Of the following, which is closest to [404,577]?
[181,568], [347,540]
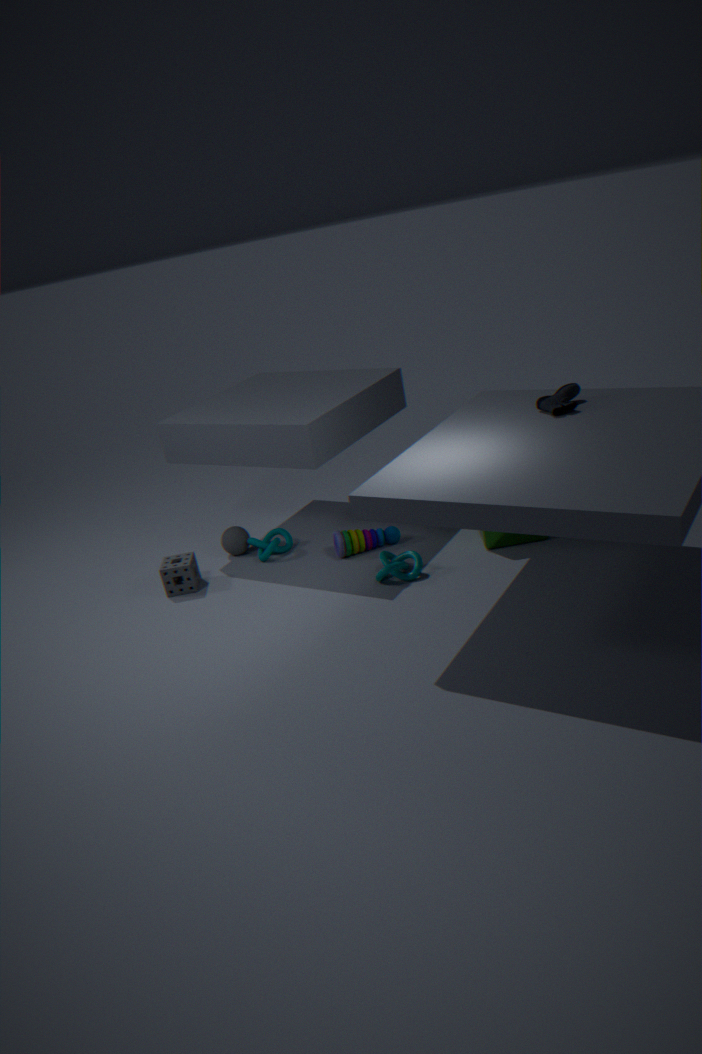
[347,540]
